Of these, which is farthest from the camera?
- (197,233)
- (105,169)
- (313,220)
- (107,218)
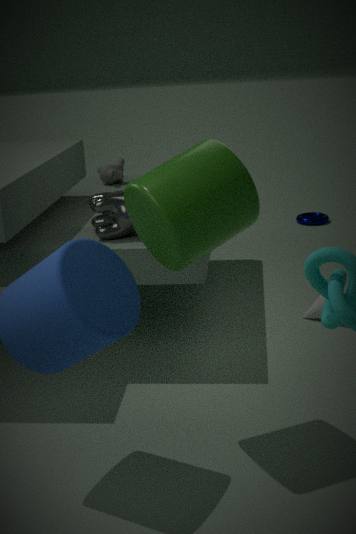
(313,220)
